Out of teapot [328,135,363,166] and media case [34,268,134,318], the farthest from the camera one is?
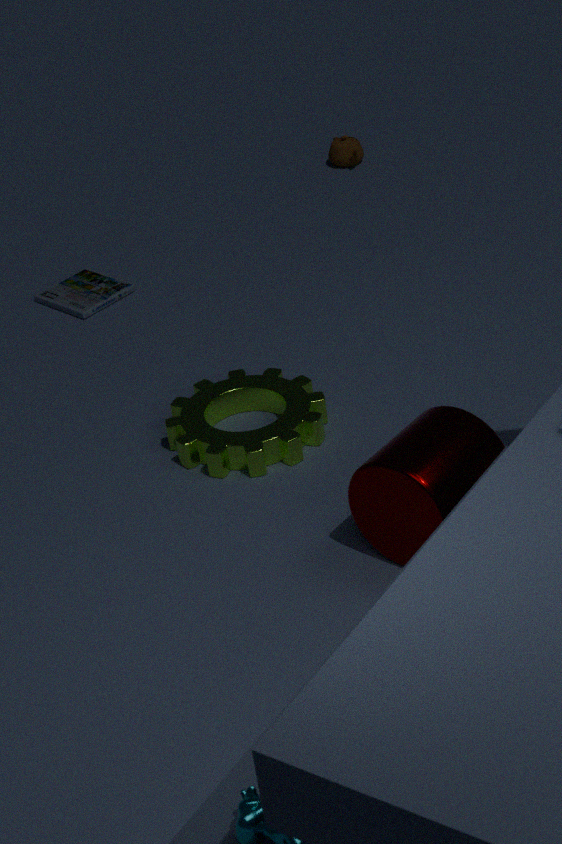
teapot [328,135,363,166]
